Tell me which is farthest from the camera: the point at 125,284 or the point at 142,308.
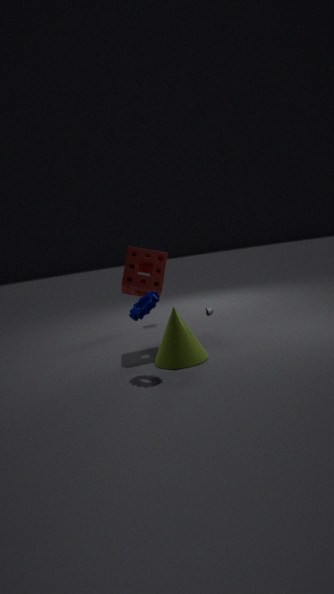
the point at 125,284
